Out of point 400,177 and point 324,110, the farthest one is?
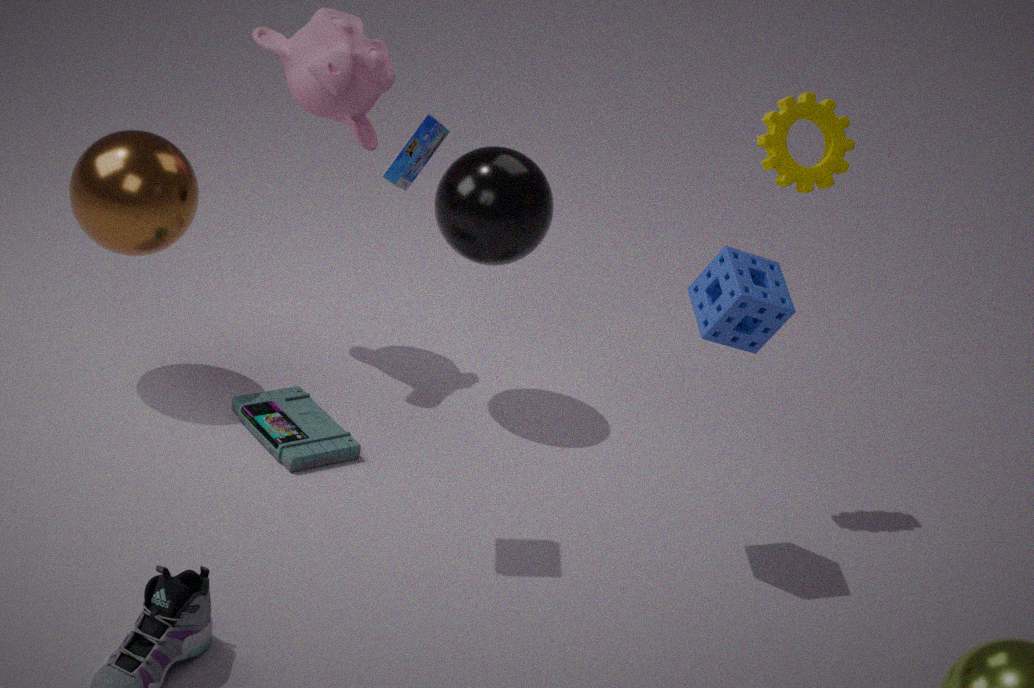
point 324,110
